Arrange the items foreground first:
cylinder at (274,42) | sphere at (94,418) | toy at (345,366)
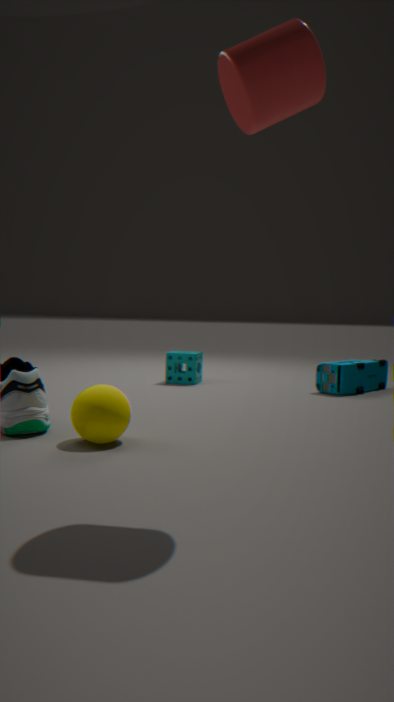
cylinder at (274,42)
sphere at (94,418)
toy at (345,366)
